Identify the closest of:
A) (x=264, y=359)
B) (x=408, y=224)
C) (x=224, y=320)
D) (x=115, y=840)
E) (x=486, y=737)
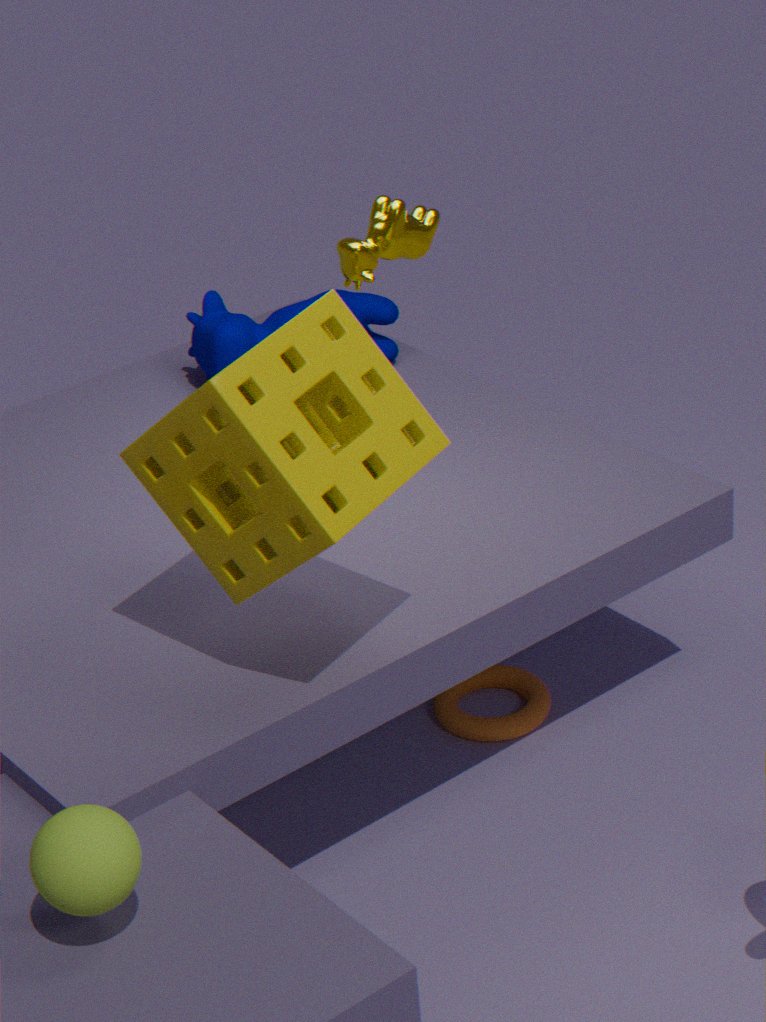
(x=115, y=840)
